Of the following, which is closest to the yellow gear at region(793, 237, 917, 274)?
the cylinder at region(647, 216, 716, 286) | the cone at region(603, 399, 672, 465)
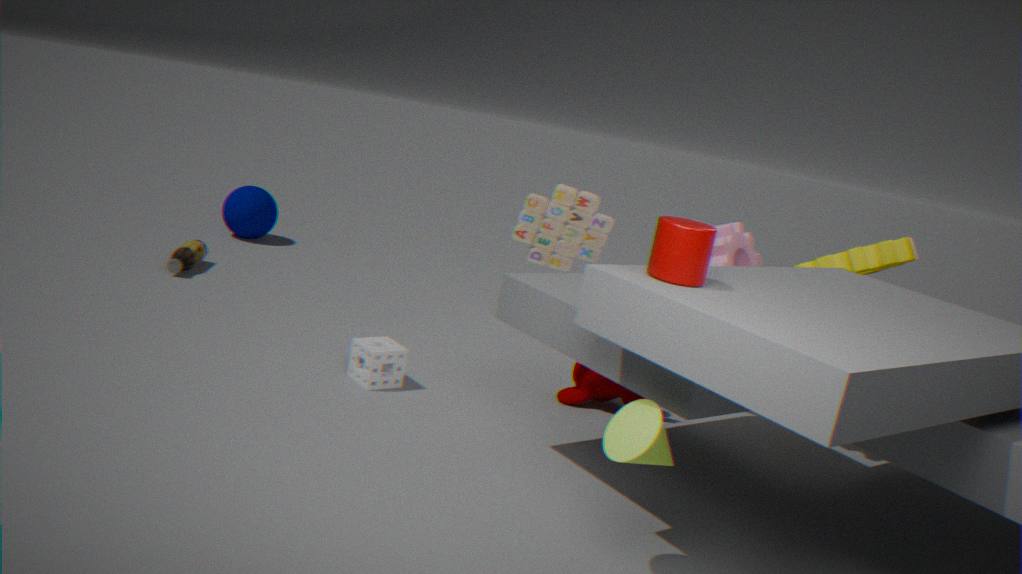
the cylinder at region(647, 216, 716, 286)
